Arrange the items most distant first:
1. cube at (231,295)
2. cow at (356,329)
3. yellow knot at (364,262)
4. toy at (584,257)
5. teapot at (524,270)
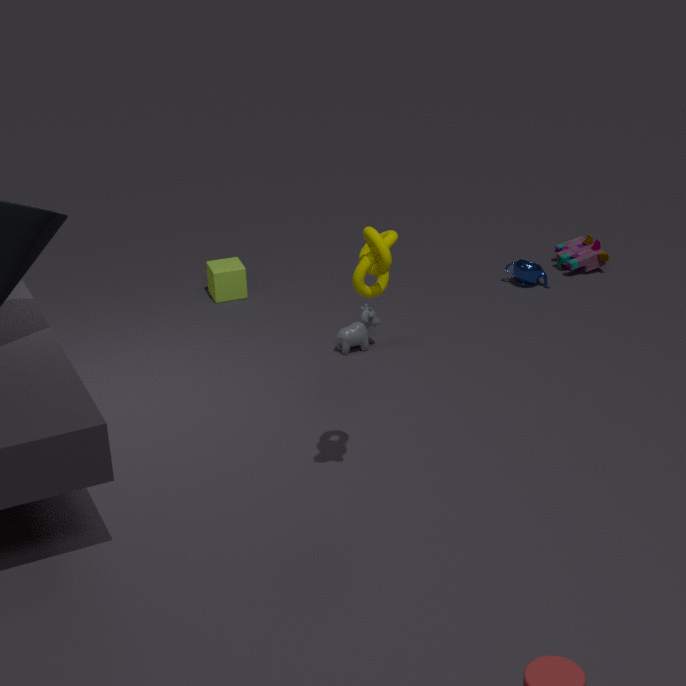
toy at (584,257)
teapot at (524,270)
cube at (231,295)
cow at (356,329)
yellow knot at (364,262)
